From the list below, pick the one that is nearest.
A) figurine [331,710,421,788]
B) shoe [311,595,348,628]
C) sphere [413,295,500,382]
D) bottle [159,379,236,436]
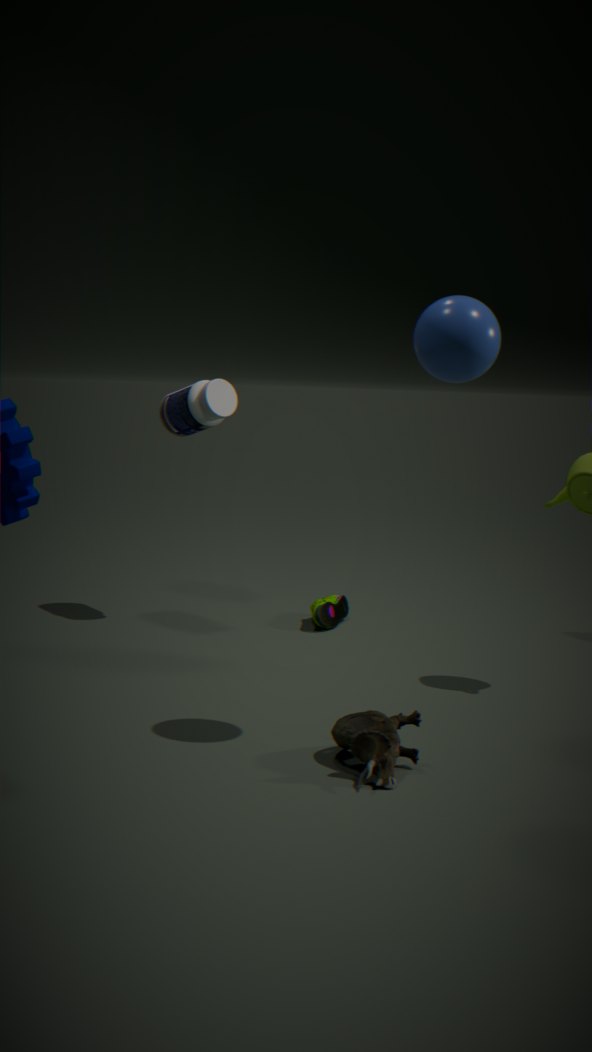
sphere [413,295,500,382]
